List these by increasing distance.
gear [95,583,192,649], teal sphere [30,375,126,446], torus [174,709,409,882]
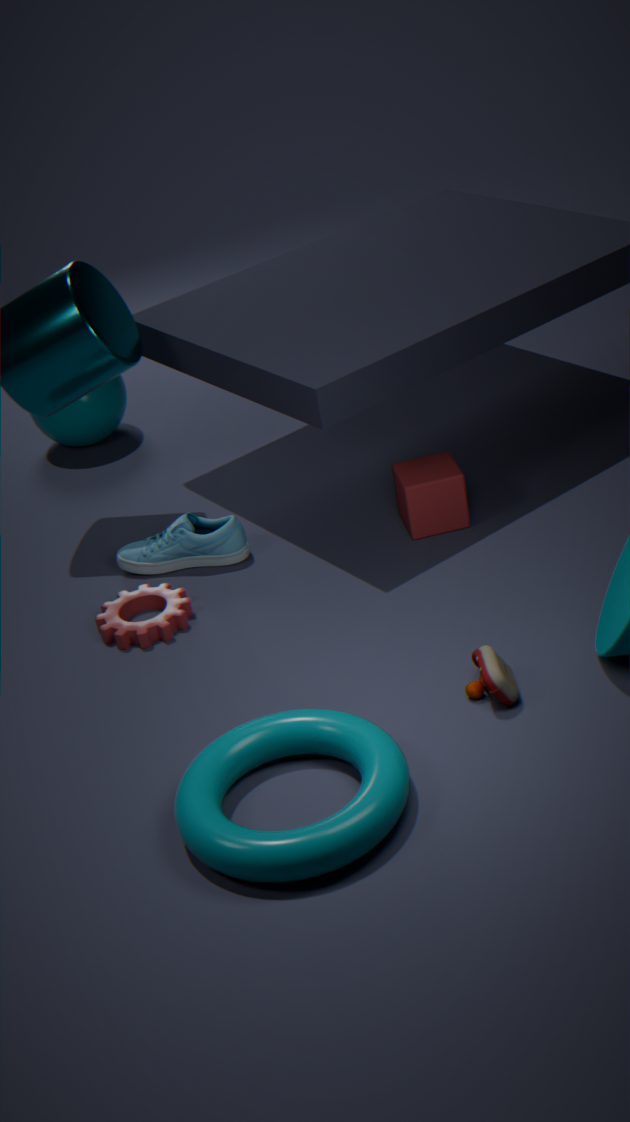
torus [174,709,409,882] → gear [95,583,192,649] → teal sphere [30,375,126,446]
